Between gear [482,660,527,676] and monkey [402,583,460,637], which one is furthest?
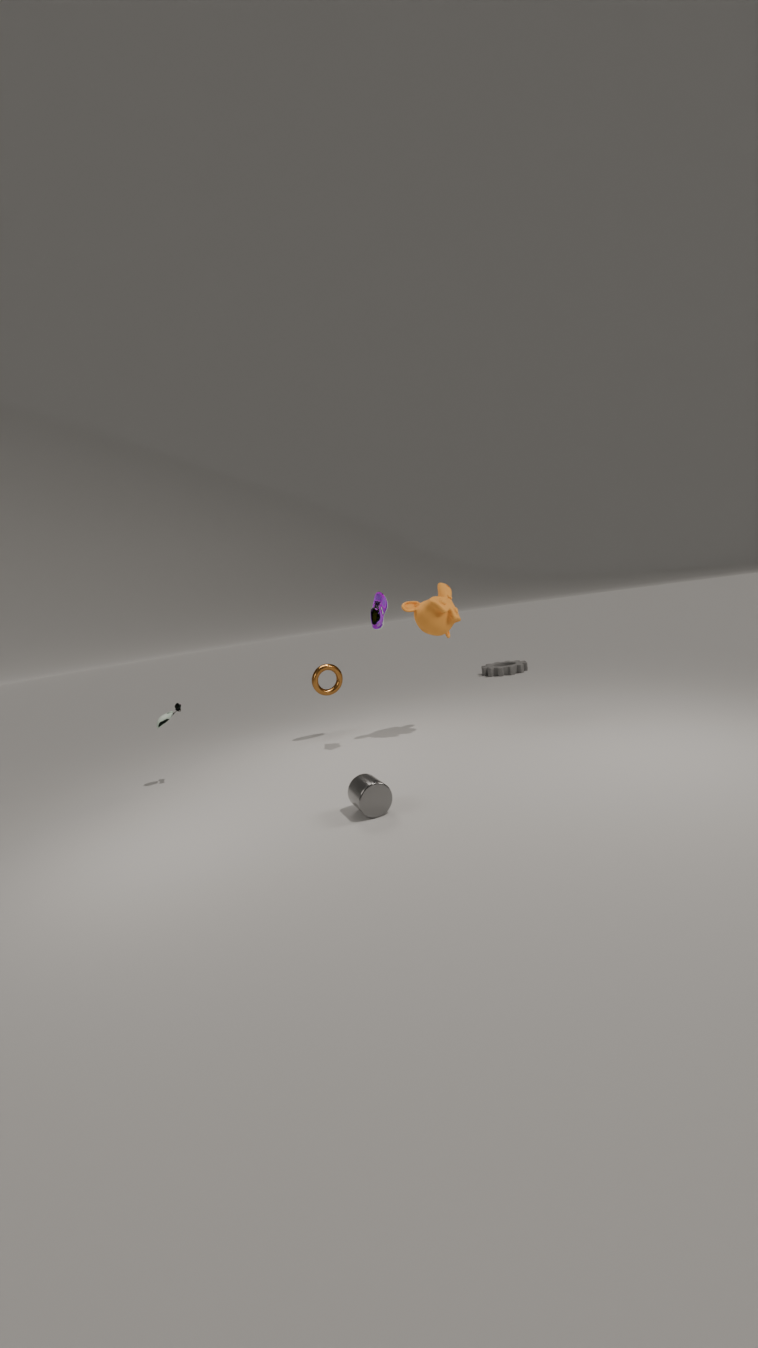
gear [482,660,527,676]
